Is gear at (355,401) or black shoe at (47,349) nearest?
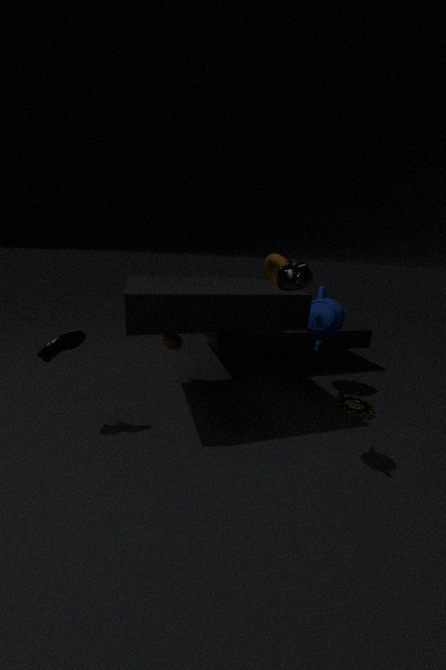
black shoe at (47,349)
